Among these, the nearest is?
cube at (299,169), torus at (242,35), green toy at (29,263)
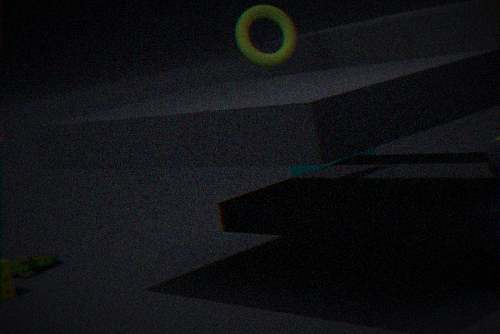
torus at (242,35)
